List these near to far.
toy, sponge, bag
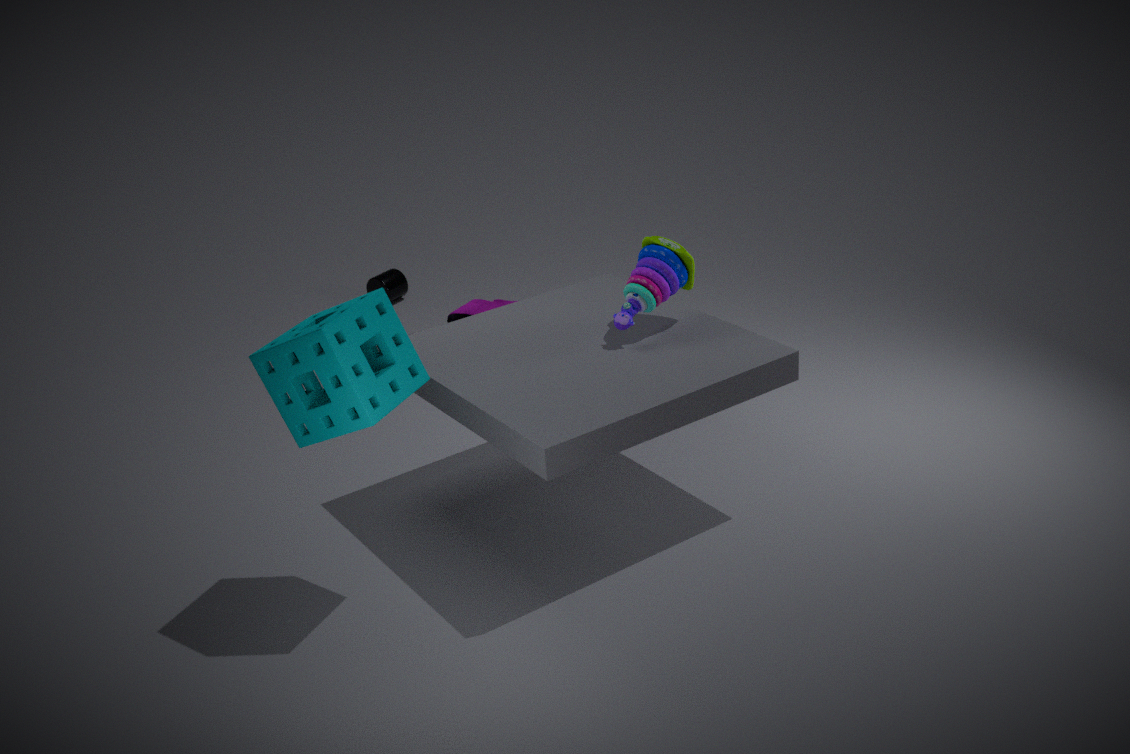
sponge
toy
bag
